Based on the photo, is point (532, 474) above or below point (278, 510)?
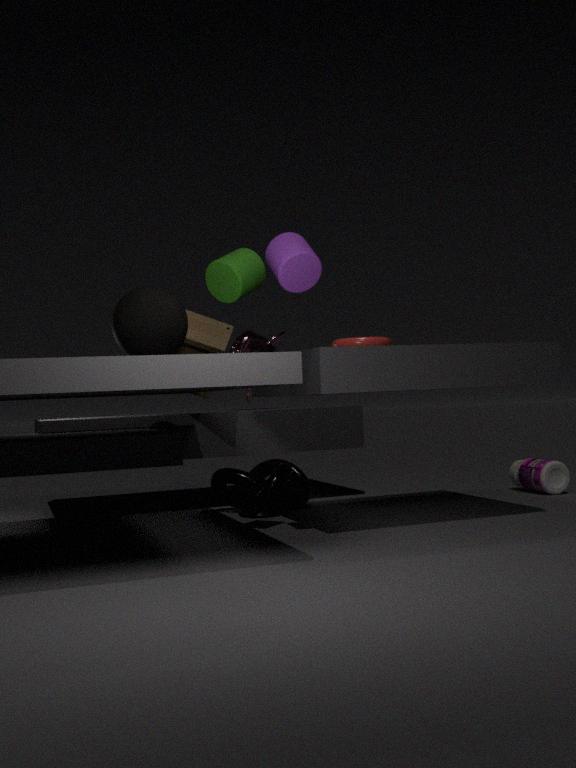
above
